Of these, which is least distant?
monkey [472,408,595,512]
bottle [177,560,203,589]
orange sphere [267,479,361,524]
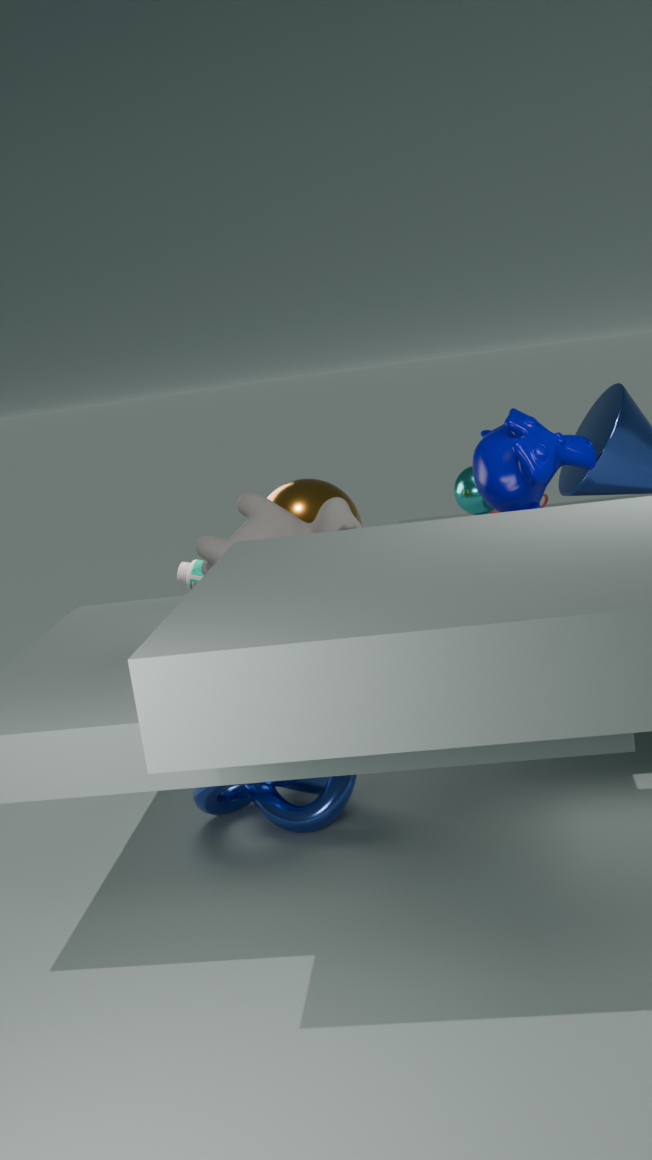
monkey [472,408,595,512]
